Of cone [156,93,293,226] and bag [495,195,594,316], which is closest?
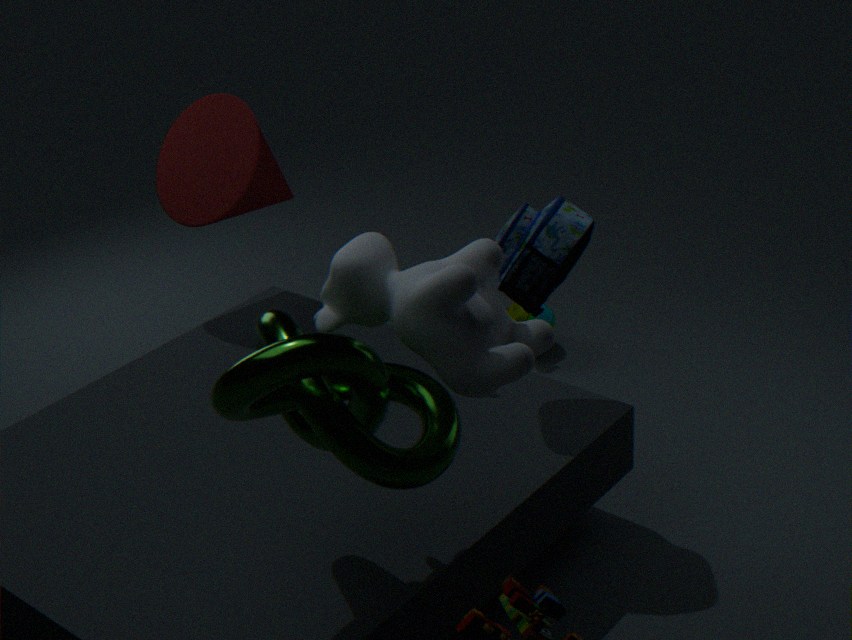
bag [495,195,594,316]
